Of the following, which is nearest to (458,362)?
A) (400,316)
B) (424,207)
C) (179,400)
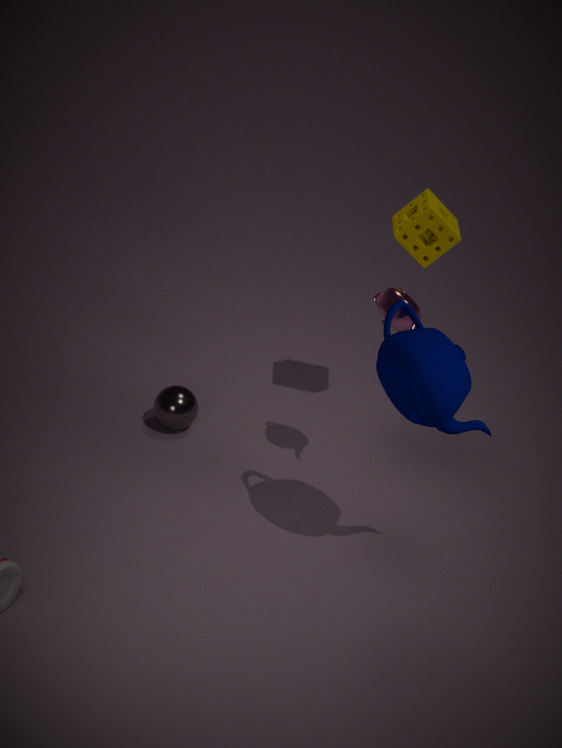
(400,316)
